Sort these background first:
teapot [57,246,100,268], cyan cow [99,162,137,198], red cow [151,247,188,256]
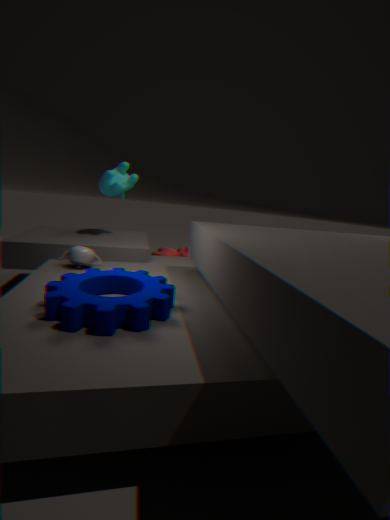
1. red cow [151,247,188,256]
2. cyan cow [99,162,137,198]
3. teapot [57,246,100,268]
